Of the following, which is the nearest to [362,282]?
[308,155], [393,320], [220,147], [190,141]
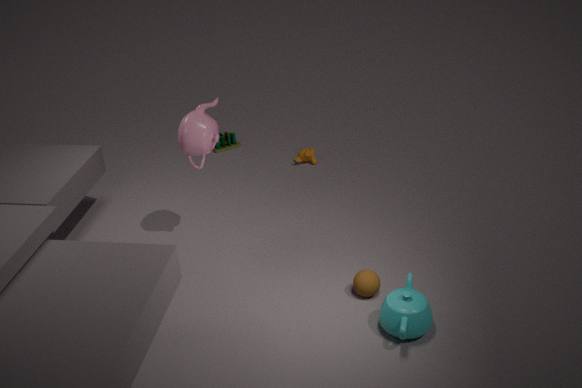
[393,320]
